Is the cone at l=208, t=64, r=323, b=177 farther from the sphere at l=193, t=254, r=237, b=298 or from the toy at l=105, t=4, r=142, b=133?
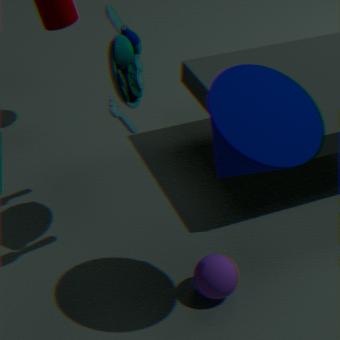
the toy at l=105, t=4, r=142, b=133
